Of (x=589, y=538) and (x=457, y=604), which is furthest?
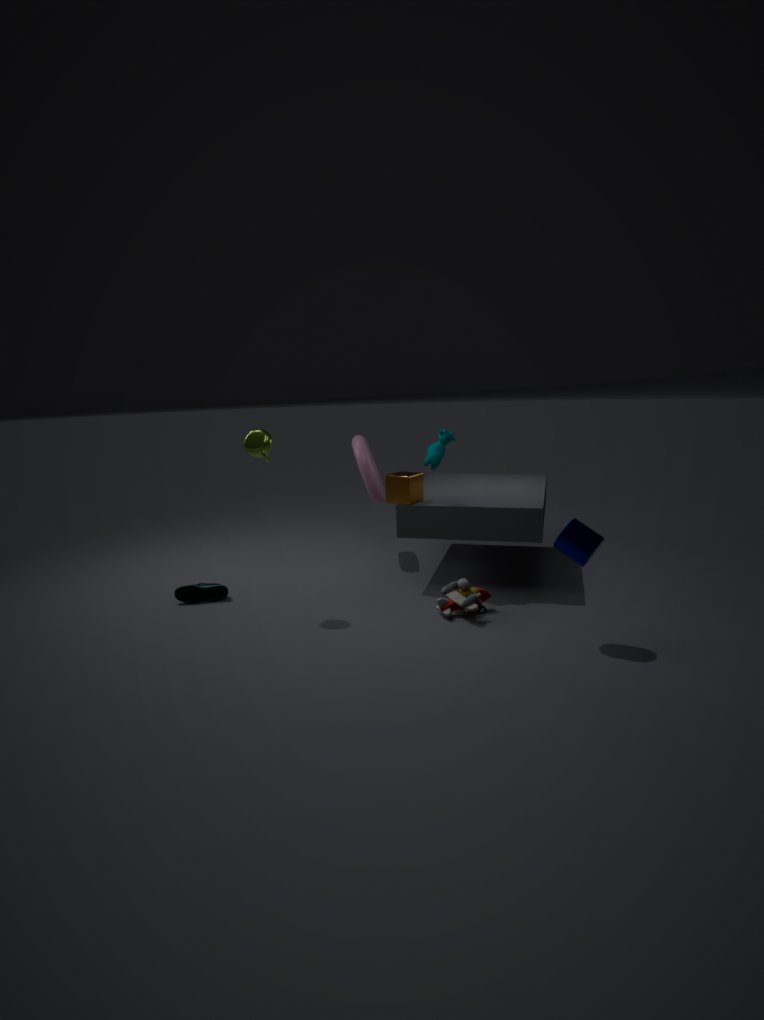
(x=457, y=604)
